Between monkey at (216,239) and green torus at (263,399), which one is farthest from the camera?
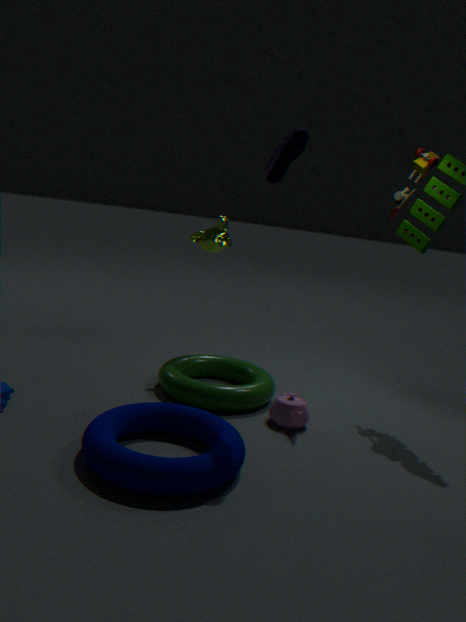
monkey at (216,239)
